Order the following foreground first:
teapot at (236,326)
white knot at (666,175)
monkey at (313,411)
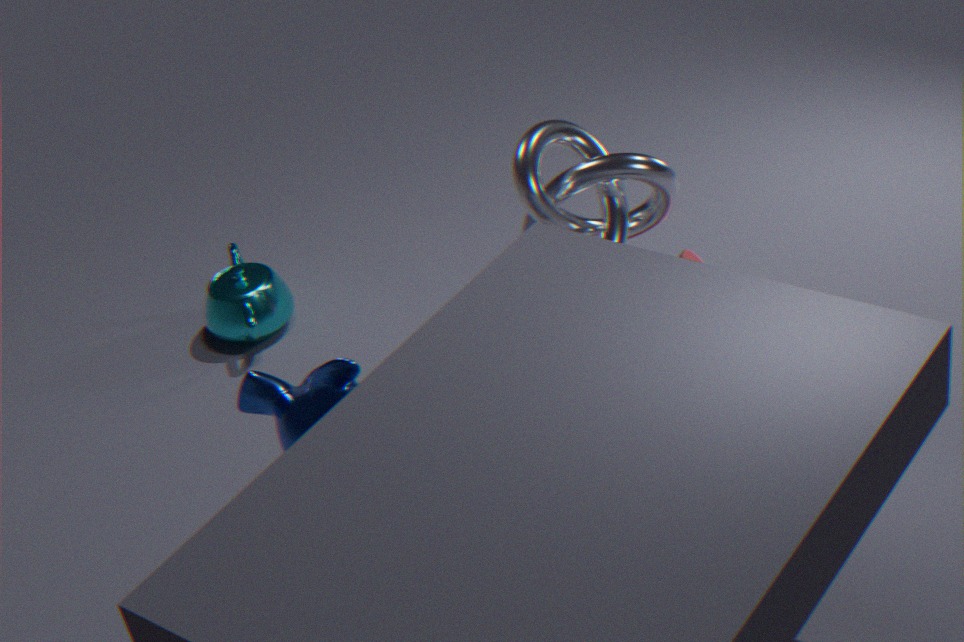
monkey at (313,411), white knot at (666,175), teapot at (236,326)
